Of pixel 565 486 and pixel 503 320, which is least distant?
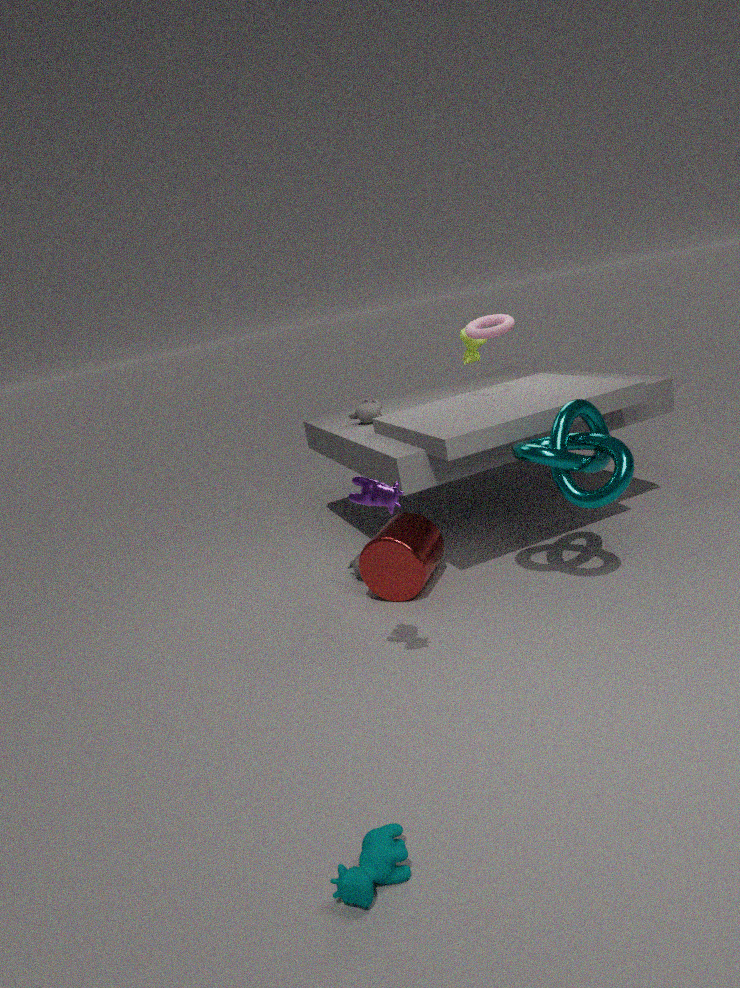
pixel 565 486
